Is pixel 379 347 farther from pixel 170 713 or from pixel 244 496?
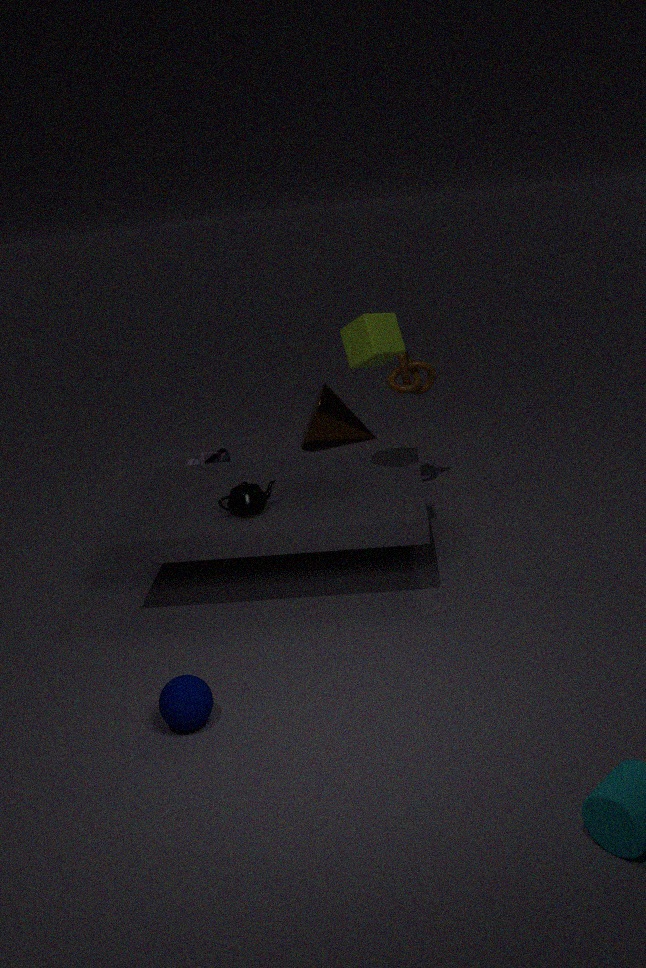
pixel 170 713
